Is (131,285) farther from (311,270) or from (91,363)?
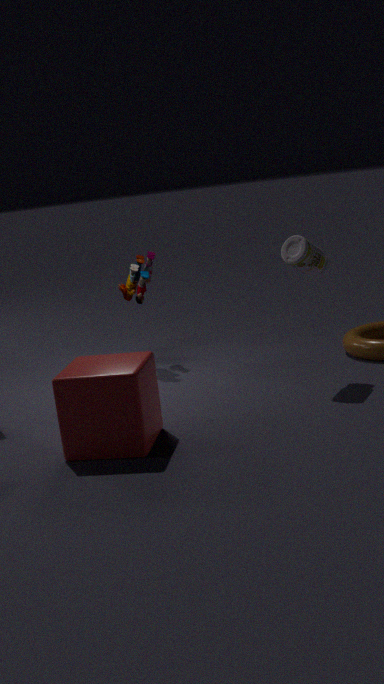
(91,363)
